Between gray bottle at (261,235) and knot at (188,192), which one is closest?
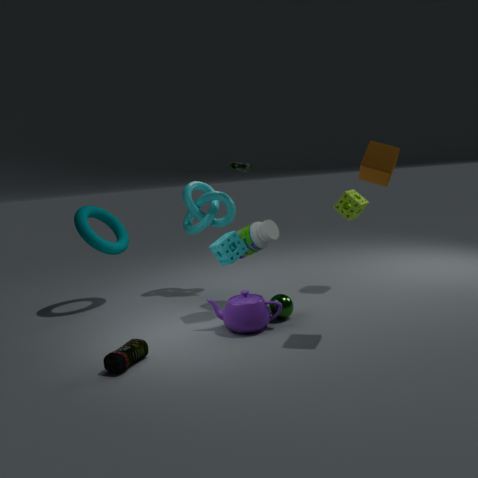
gray bottle at (261,235)
